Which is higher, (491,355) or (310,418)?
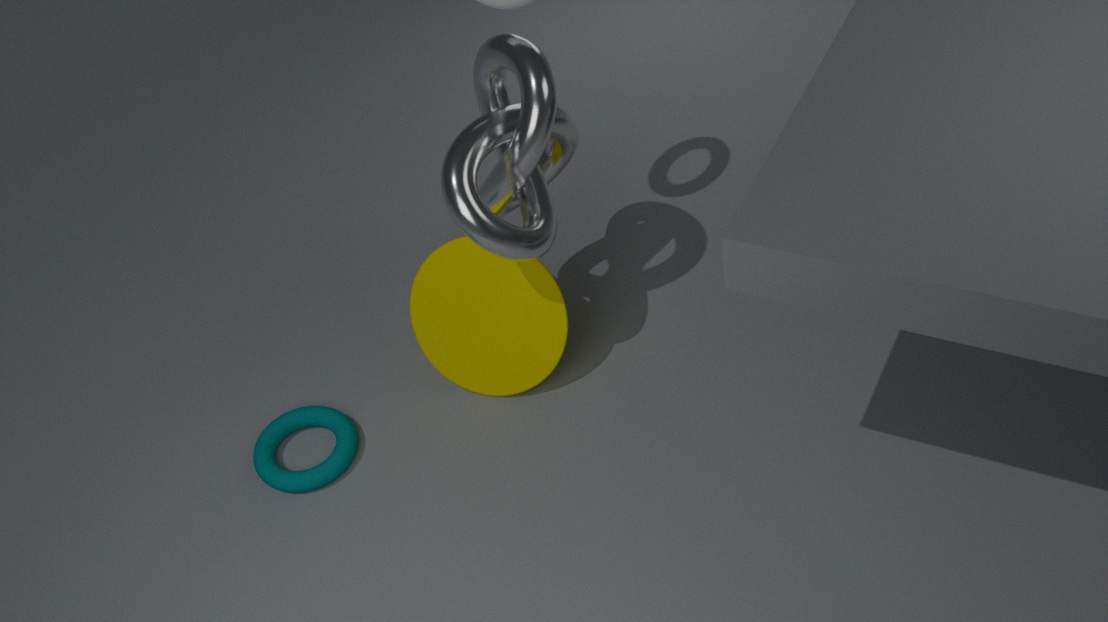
(491,355)
